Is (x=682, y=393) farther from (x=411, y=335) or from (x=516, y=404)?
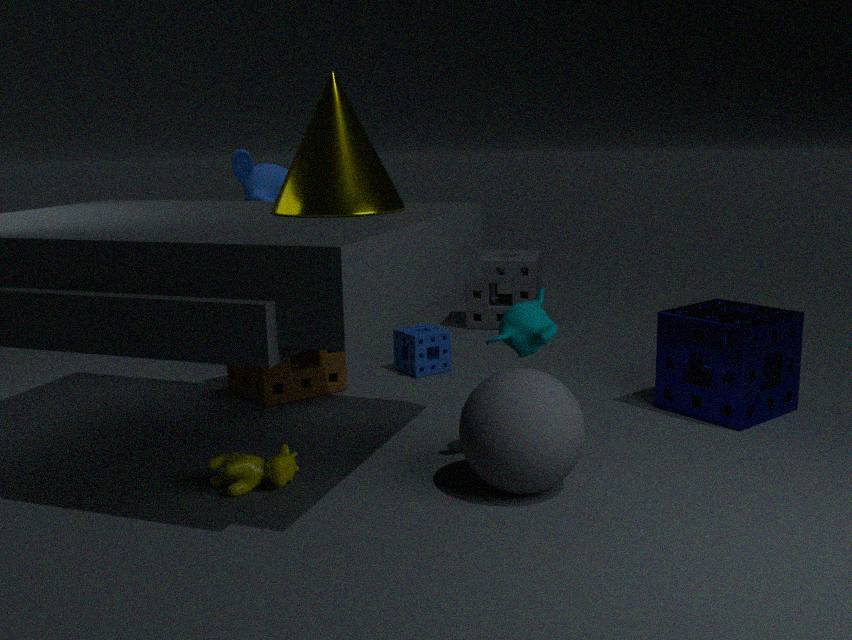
(x=411, y=335)
